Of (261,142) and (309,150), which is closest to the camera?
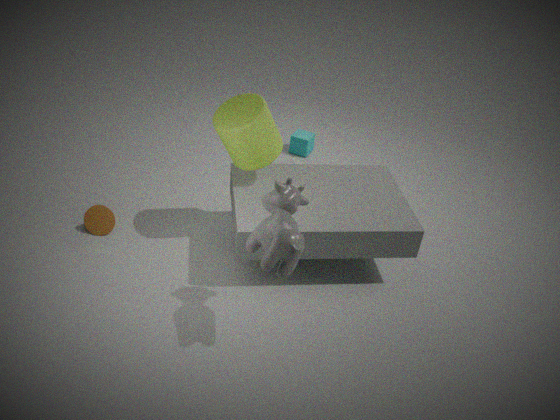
(261,142)
